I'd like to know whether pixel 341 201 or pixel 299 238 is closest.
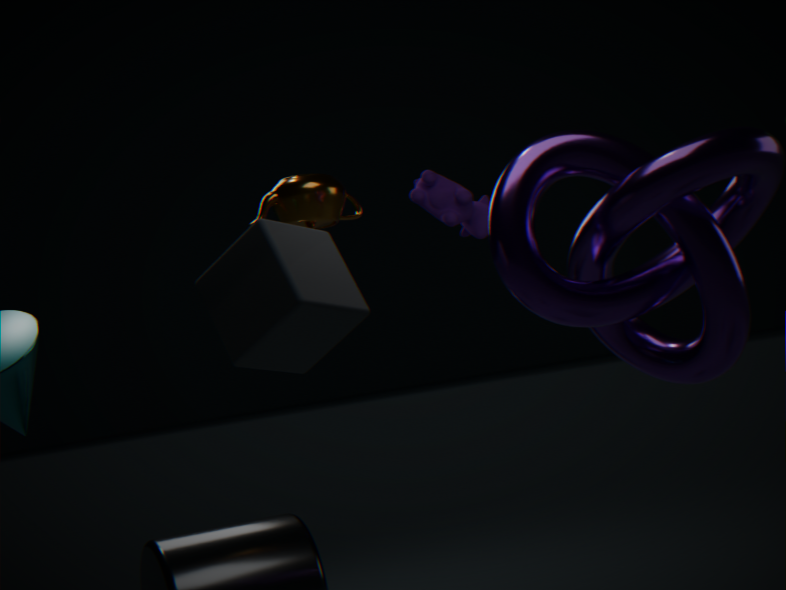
pixel 299 238
